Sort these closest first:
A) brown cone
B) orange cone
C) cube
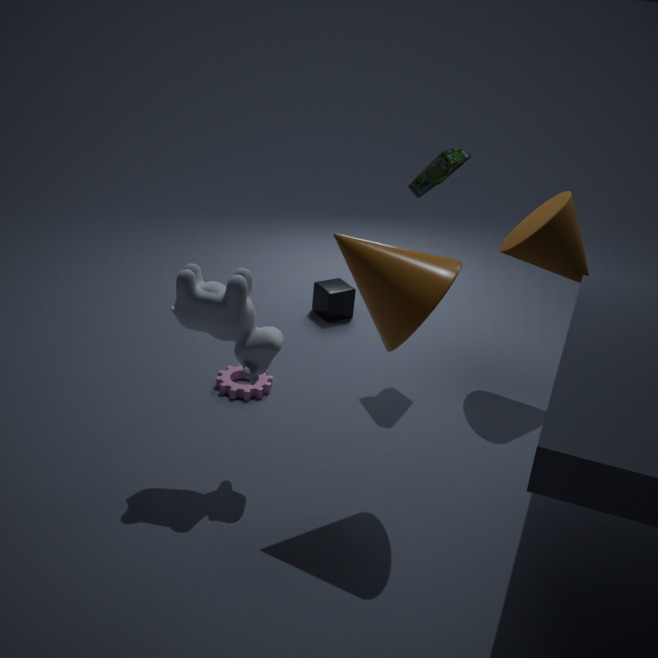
orange cone, brown cone, cube
